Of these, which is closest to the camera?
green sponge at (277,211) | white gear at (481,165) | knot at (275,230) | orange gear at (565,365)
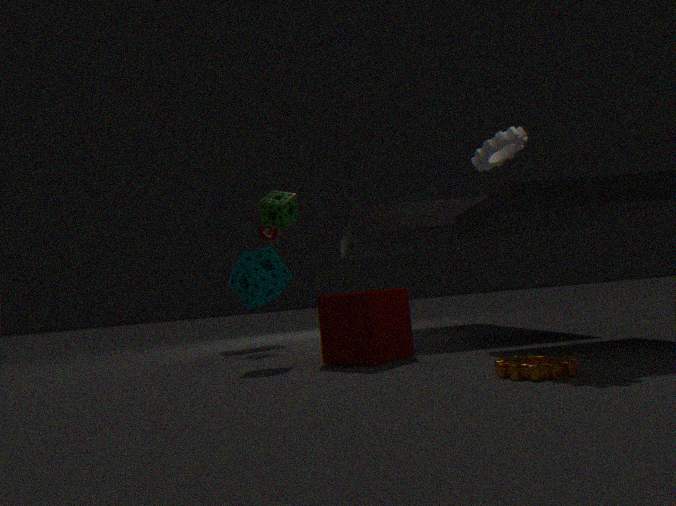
orange gear at (565,365)
